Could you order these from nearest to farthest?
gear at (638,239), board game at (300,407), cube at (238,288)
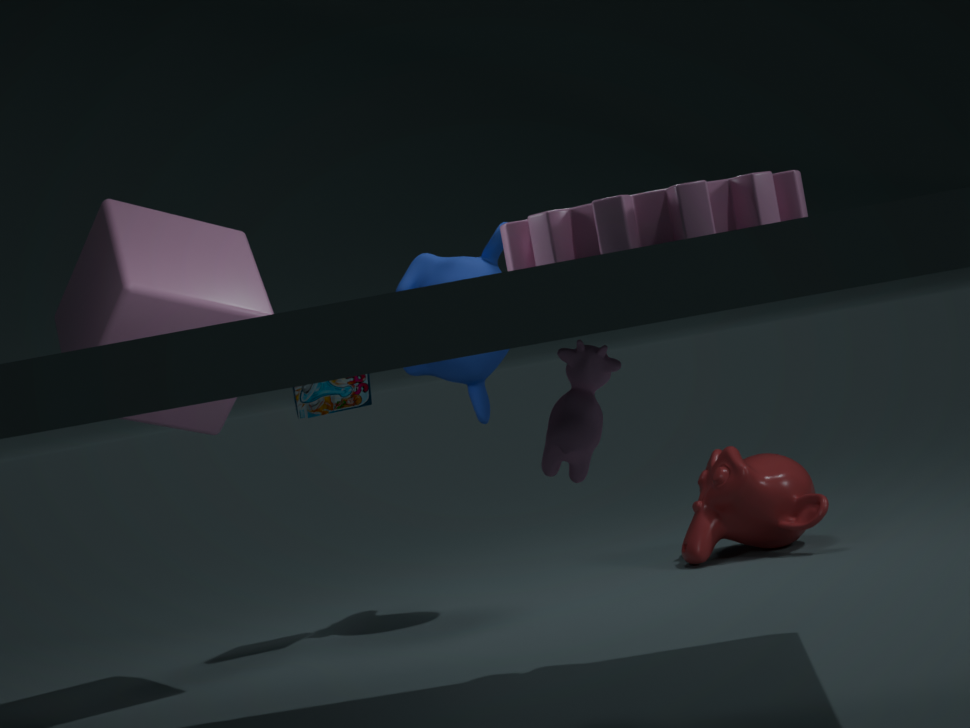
gear at (638,239) → cube at (238,288) → board game at (300,407)
